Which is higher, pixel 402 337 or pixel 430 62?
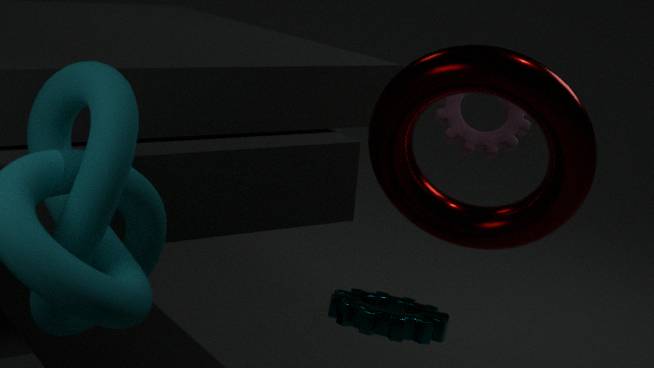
pixel 430 62
